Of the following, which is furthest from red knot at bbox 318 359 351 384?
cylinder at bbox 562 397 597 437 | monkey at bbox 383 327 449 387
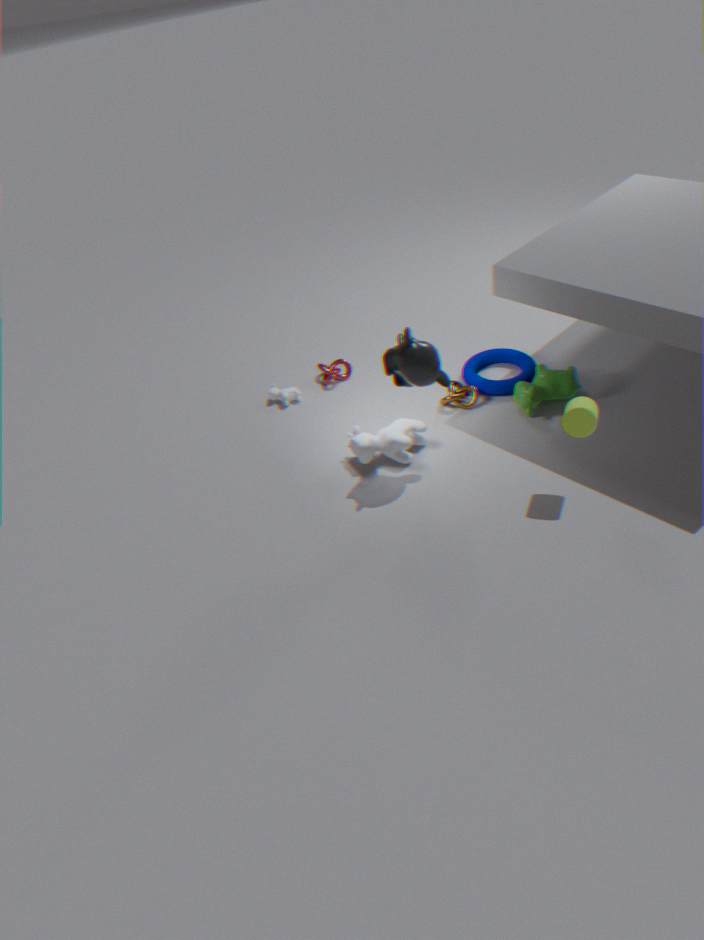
cylinder at bbox 562 397 597 437
